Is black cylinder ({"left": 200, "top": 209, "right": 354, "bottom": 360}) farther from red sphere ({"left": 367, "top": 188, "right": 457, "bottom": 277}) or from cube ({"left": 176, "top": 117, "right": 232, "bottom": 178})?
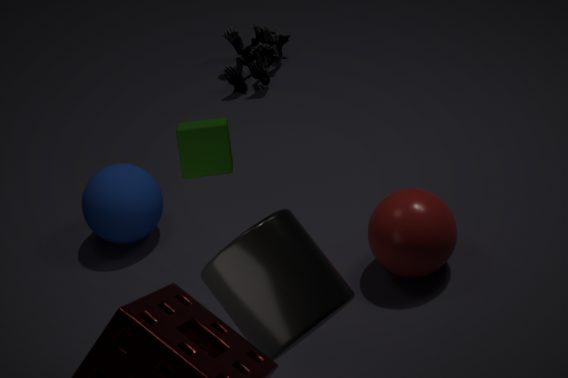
red sphere ({"left": 367, "top": 188, "right": 457, "bottom": 277})
